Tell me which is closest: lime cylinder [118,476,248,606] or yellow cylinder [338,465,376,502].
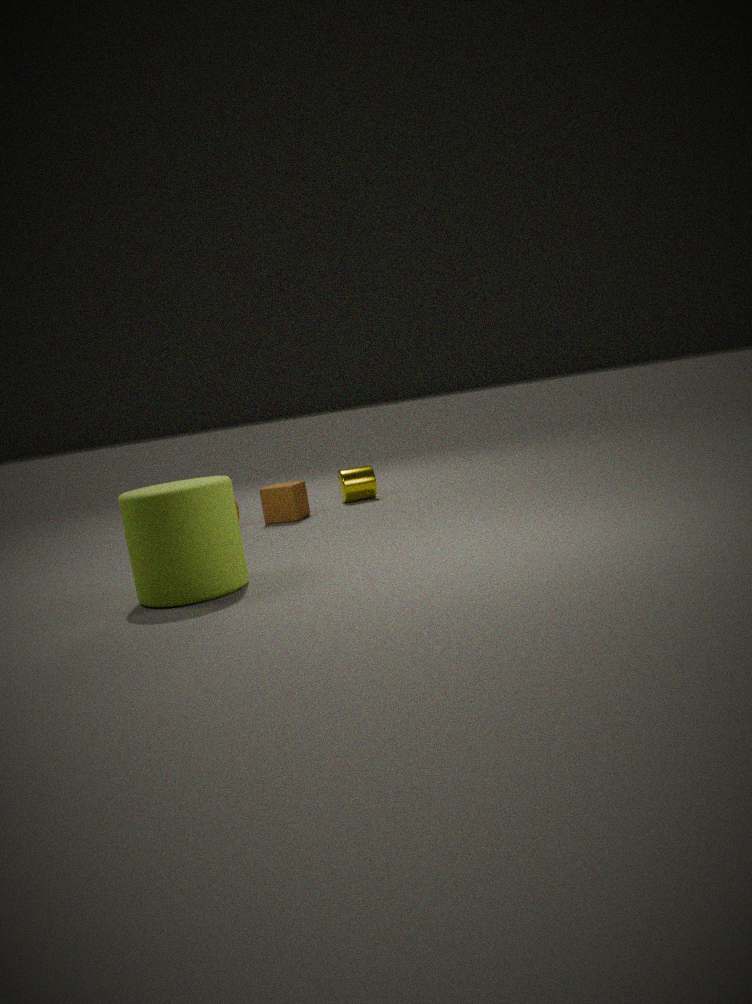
lime cylinder [118,476,248,606]
